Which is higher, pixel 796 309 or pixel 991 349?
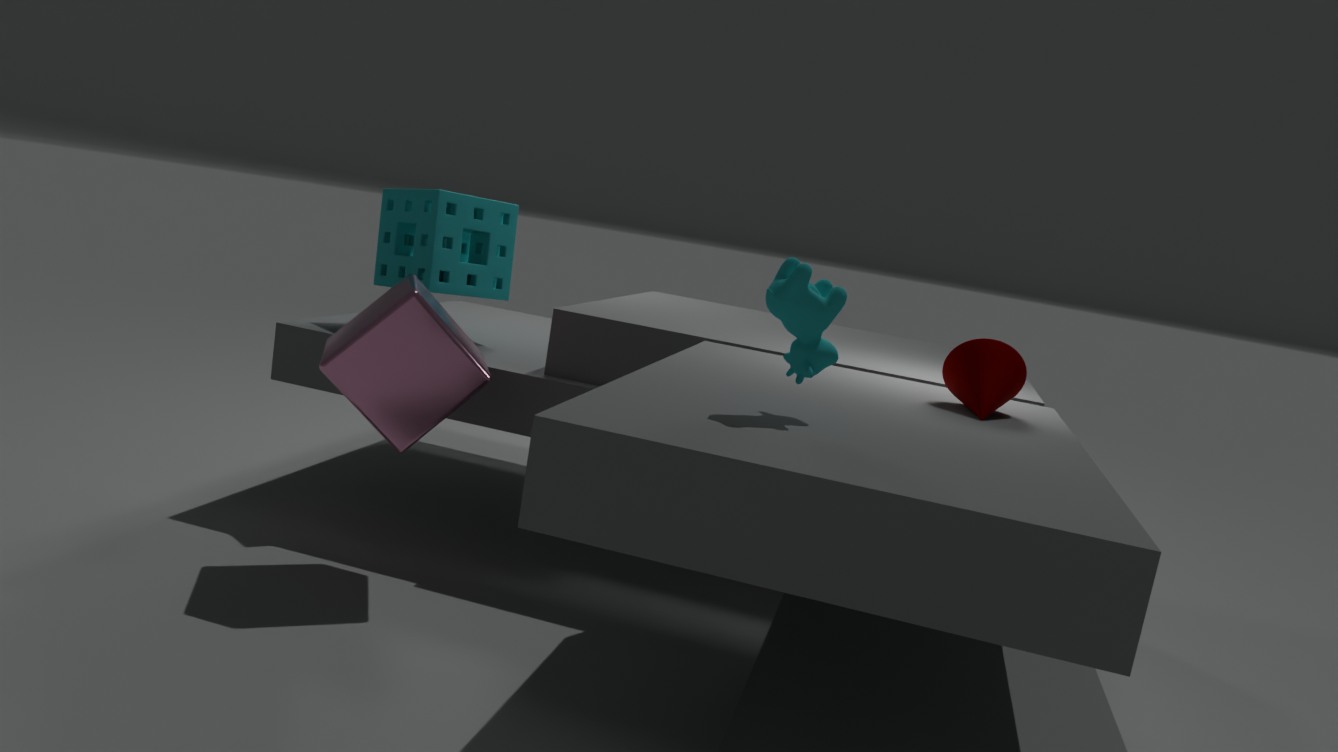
pixel 796 309
